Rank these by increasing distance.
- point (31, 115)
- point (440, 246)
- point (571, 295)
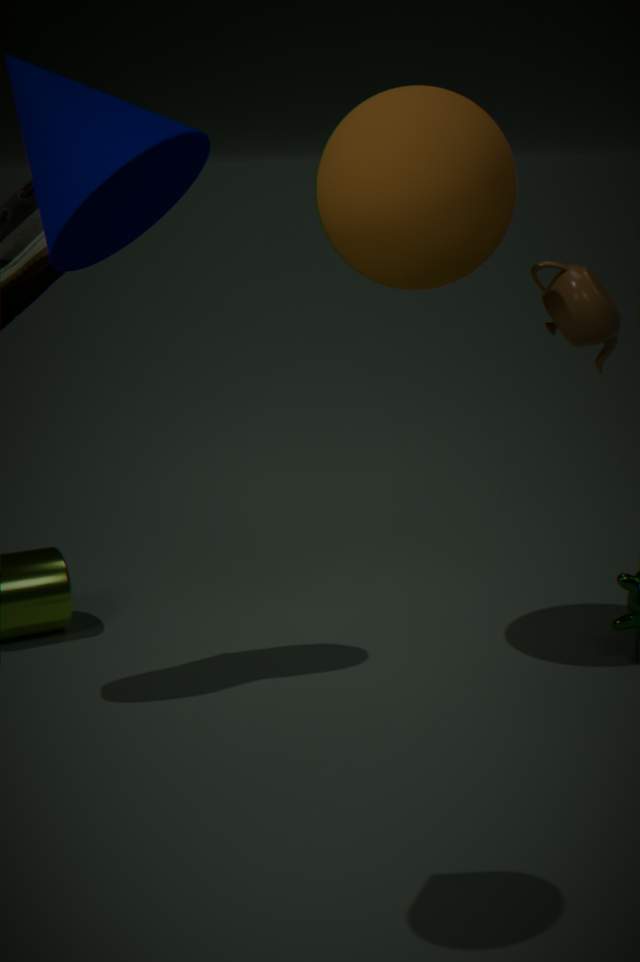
1. point (31, 115)
2. point (440, 246)
3. point (571, 295)
